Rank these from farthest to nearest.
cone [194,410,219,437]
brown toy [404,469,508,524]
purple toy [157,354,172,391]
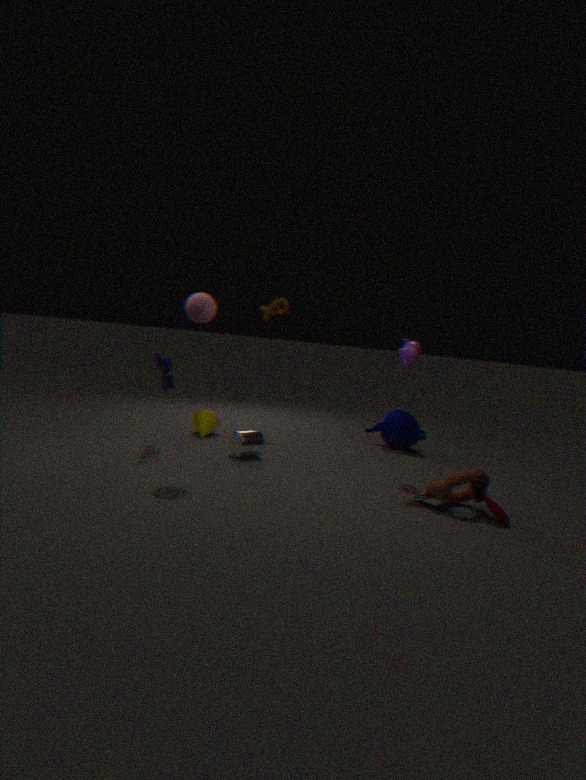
cone [194,410,219,437] < purple toy [157,354,172,391] < brown toy [404,469,508,524]
